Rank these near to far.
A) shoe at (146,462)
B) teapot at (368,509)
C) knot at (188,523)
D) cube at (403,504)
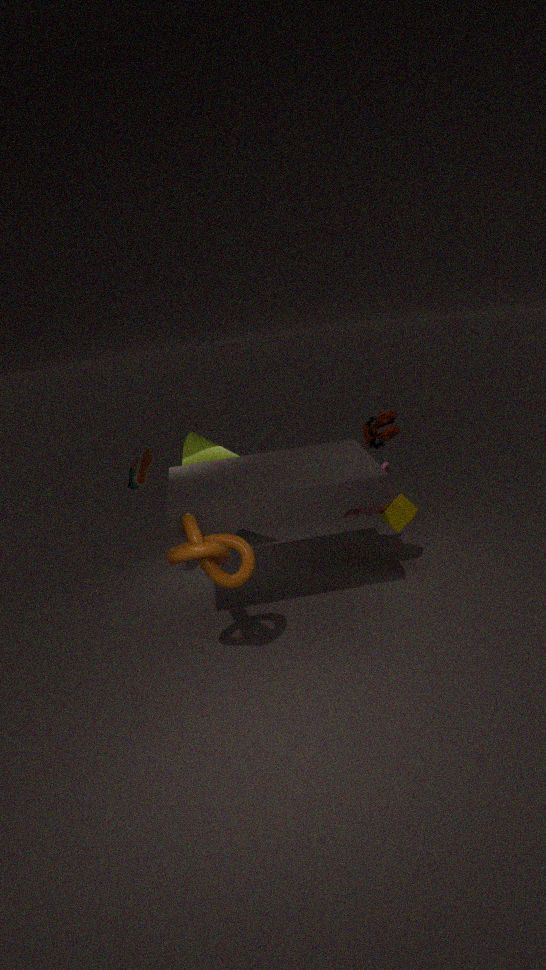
knot at (188,523)
shoe at (146,462)
cube at (403,504)
teapot at (368,509)
